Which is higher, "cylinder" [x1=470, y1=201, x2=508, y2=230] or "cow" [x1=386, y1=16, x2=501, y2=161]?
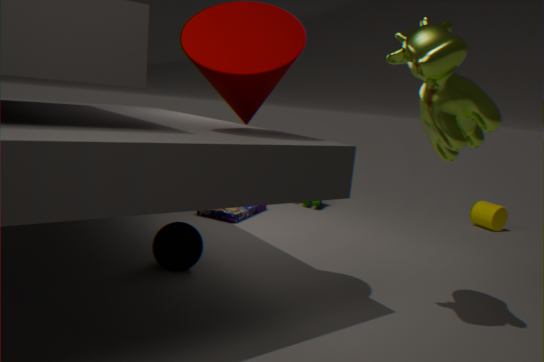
"cow" [x1=386, y1=16, x2=501, y2=161]
